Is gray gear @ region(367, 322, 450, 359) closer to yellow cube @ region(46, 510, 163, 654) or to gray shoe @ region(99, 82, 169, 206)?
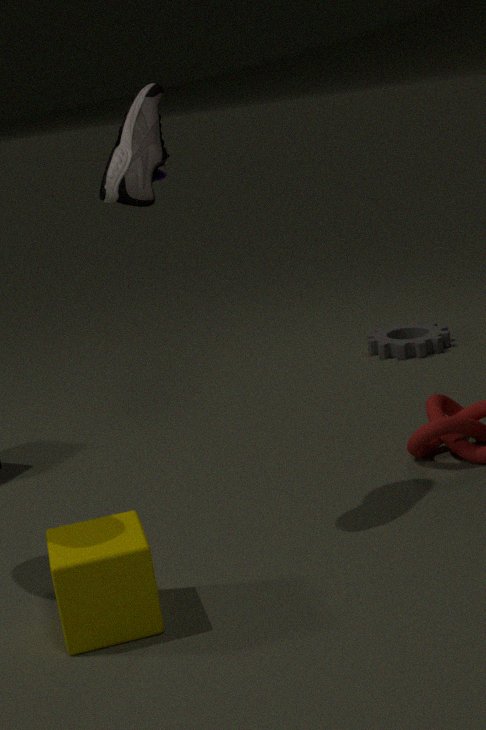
gray shoe @ region(99, 82, 169, 206)
